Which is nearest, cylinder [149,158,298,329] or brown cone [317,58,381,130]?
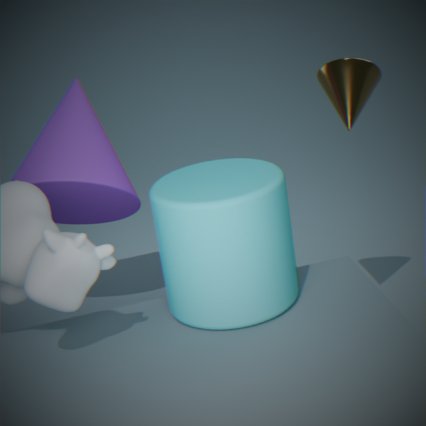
cylinder [149,158,298,329]
